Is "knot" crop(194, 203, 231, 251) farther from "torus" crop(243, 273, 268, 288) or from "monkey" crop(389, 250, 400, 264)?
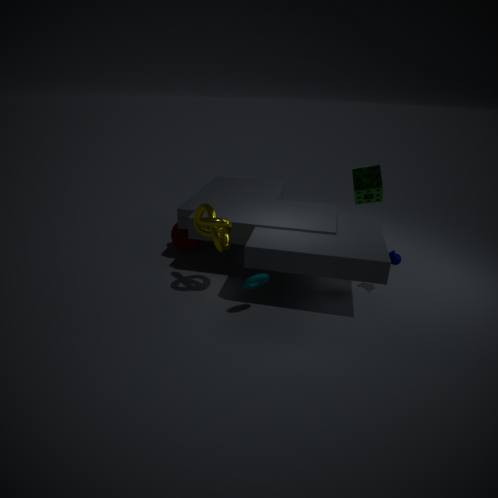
"monkey" crop(389, 250, 400, 264)
